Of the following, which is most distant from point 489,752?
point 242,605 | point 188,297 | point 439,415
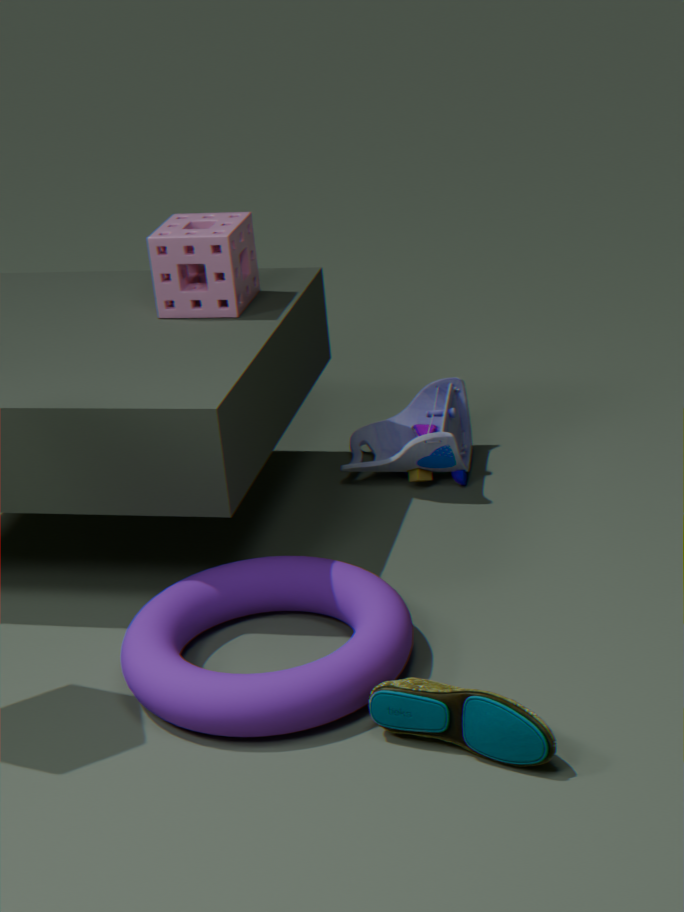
point 188,297
